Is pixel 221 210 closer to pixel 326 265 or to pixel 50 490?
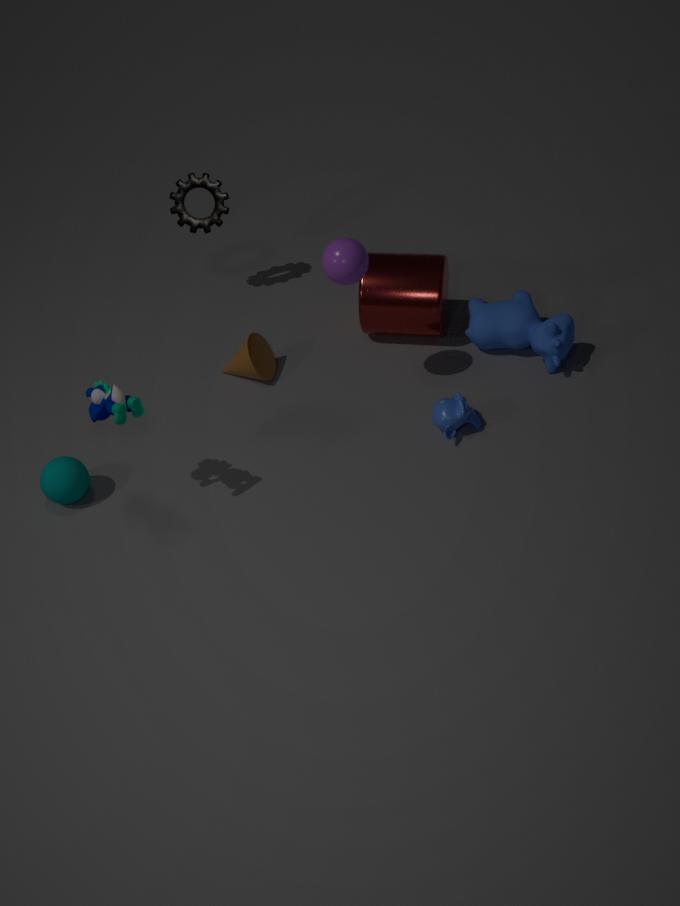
pixel 326 265
